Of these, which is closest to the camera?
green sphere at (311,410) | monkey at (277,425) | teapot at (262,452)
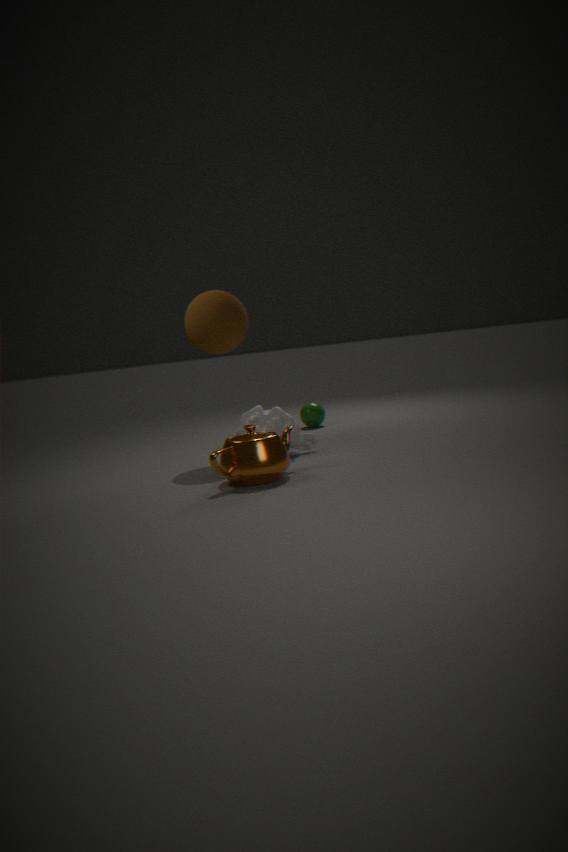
teapot at (262,452)
